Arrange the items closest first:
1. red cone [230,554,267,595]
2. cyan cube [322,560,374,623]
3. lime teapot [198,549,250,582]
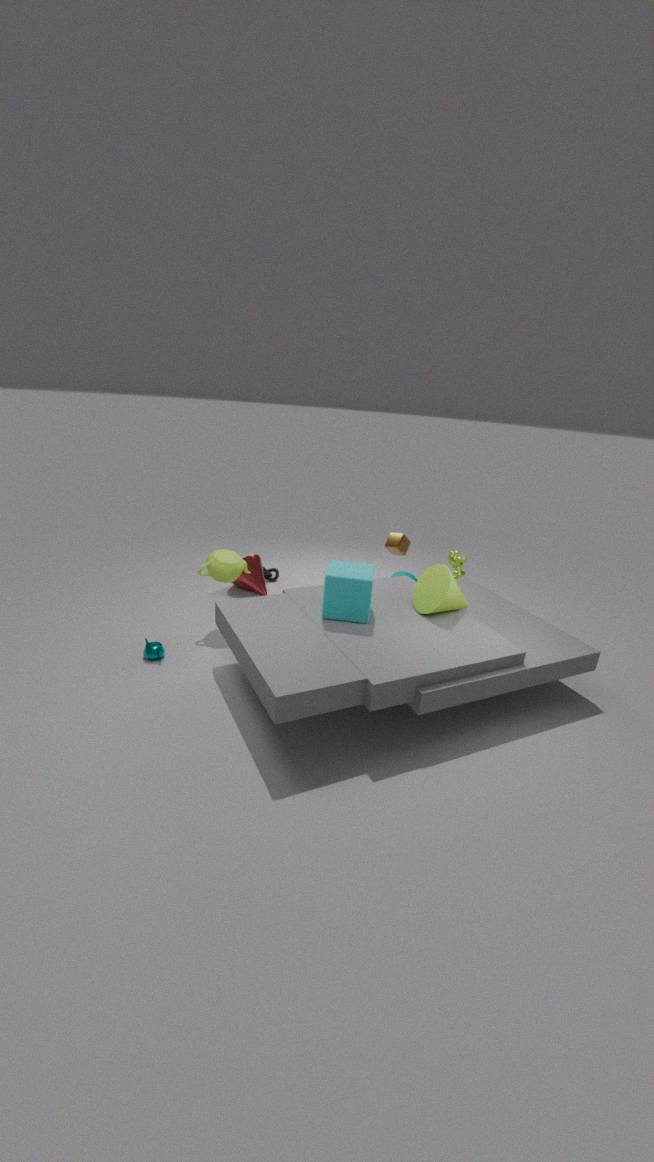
cyan cube [322,560,374,623] < lime teapot [198,549,250,582] < red cone [230,554,267,595]
